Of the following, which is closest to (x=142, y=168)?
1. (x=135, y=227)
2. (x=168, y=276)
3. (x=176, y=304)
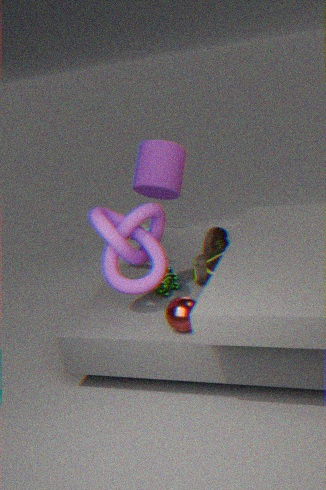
(x=168, y=276)
